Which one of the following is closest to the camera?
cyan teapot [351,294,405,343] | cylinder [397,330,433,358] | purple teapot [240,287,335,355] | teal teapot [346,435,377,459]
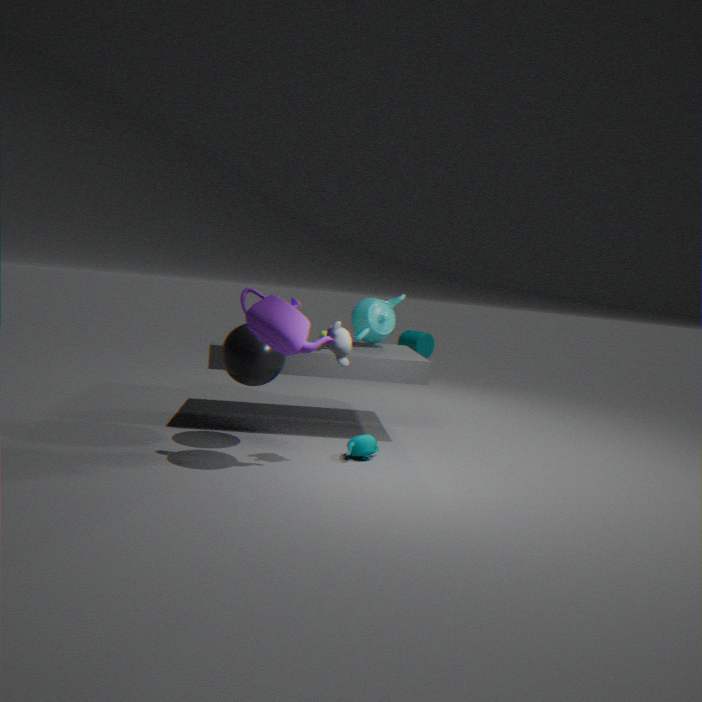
purple teapot [240,287,335,355]
